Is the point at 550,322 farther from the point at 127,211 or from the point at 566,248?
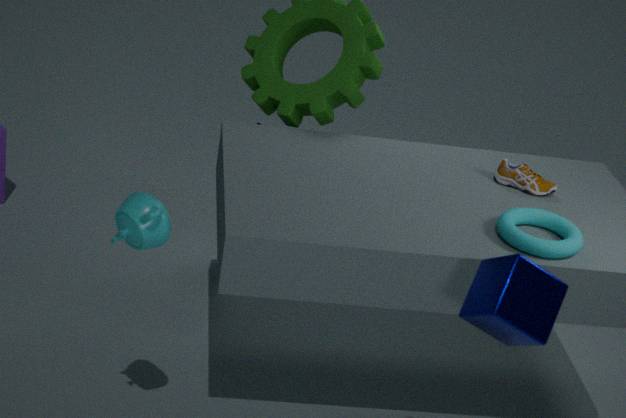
the point at 127,211
